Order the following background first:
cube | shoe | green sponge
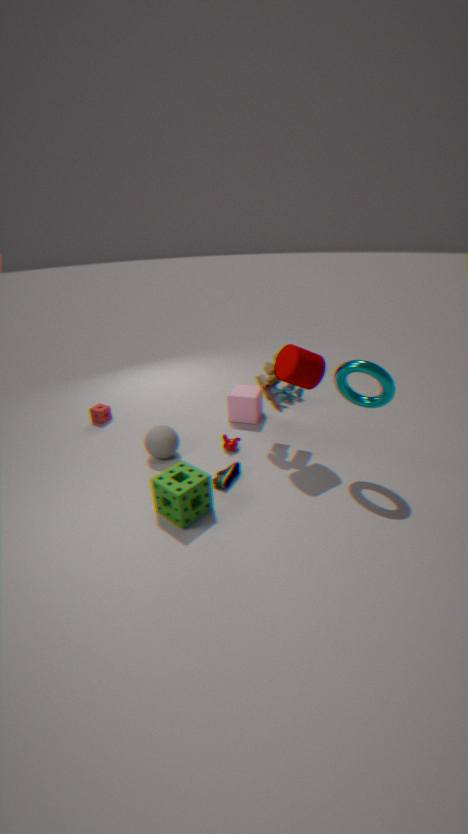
1. cube
2. shoe
3. green sponge
